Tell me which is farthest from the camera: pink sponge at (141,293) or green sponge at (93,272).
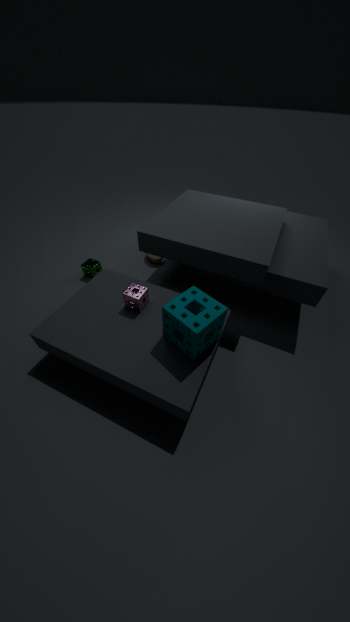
green sponge at (93,272)
